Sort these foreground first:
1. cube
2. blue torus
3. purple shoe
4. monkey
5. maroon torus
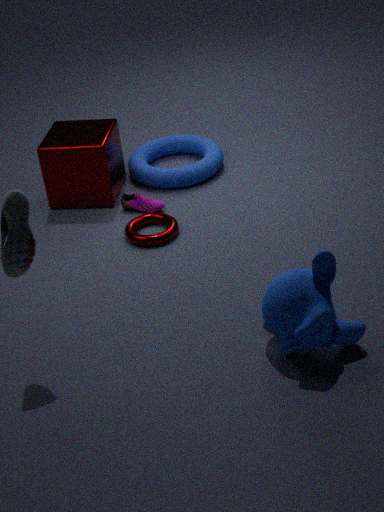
monkey < maroon torus < cube < purple shoe < blue torus
